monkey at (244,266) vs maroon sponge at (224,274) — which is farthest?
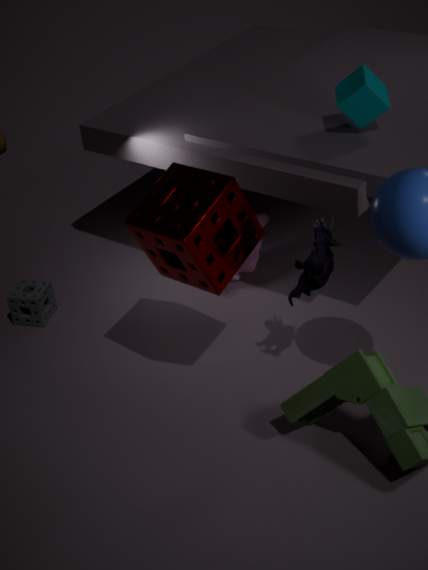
monkey at (244,266)
